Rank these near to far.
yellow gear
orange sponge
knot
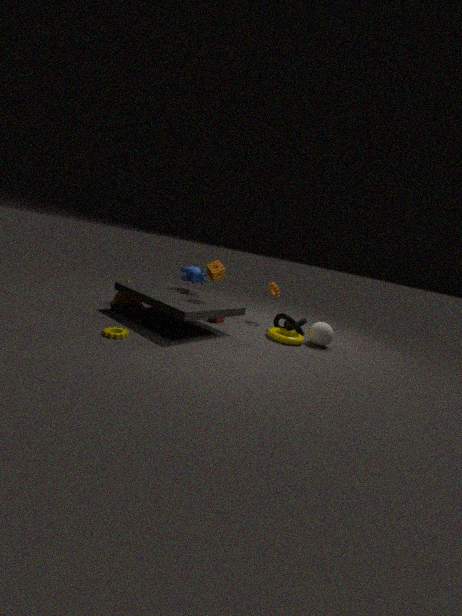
yellow gear < orange sponge < knot
